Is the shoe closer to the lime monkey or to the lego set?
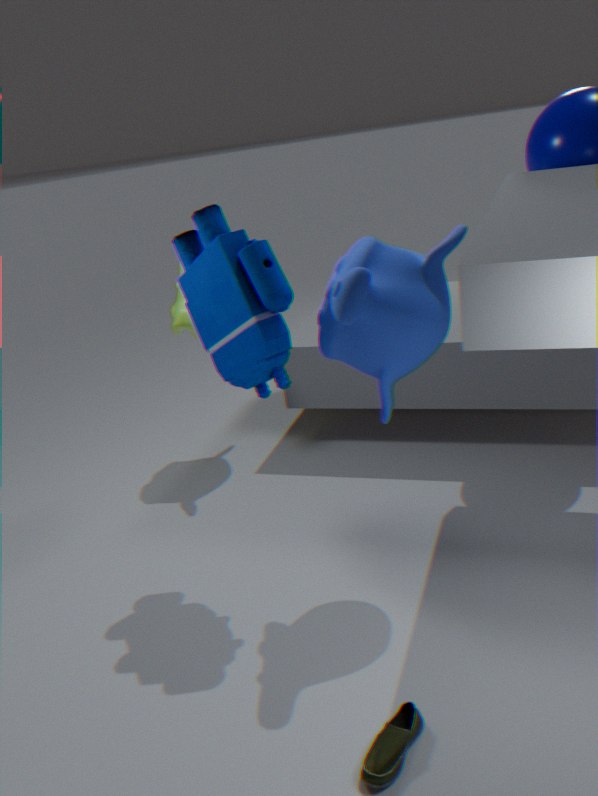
the lego set
